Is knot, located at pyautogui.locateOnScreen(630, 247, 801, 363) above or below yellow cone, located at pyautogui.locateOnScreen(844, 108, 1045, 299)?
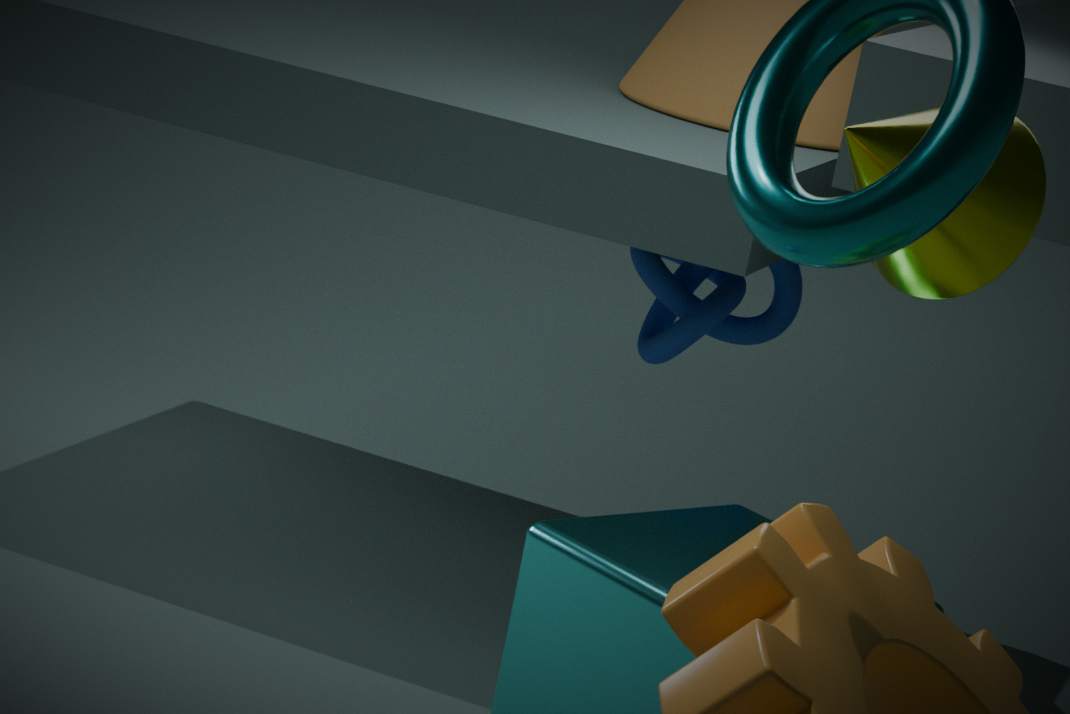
below
